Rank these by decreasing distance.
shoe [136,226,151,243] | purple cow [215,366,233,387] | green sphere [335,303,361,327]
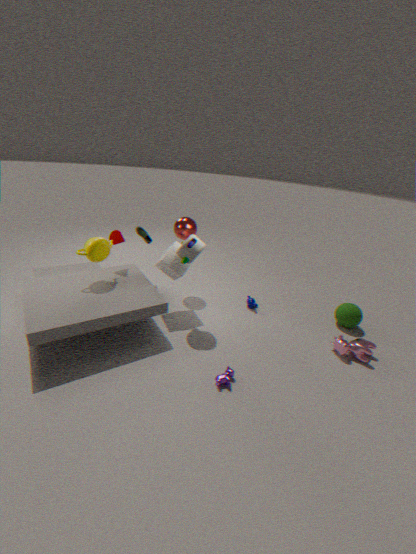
shoe [136,226,151,243], green sphere [335,303,361,327], purple cow [215,366,233,387]
